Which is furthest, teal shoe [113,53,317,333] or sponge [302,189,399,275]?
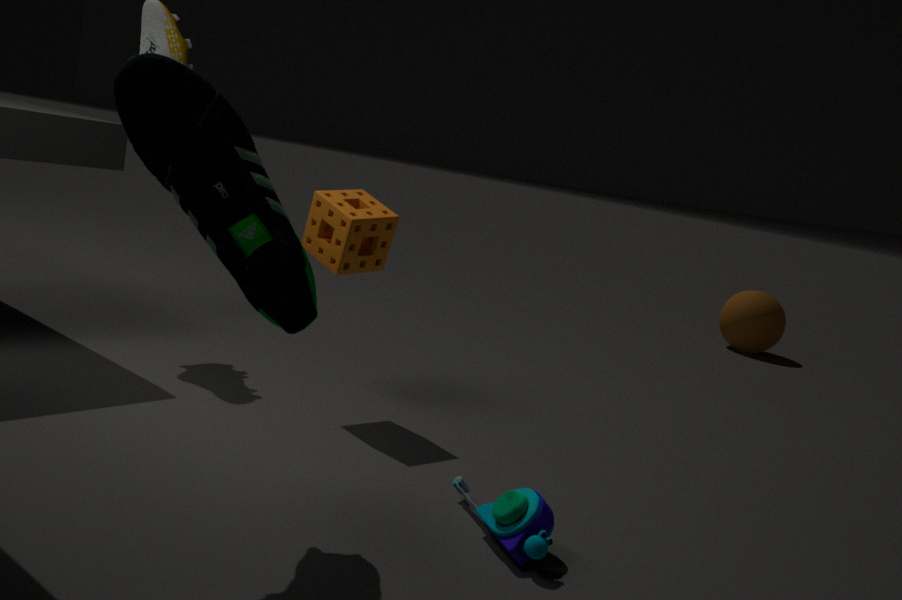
sponge [302,189,399,275]
